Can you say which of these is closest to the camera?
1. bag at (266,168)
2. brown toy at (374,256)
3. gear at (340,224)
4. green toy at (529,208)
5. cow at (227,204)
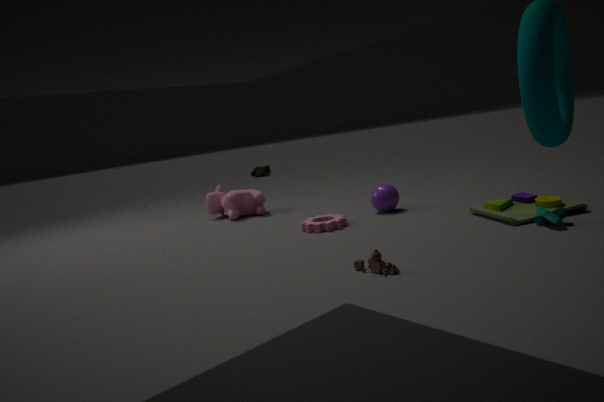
brown toy at (374,256)
